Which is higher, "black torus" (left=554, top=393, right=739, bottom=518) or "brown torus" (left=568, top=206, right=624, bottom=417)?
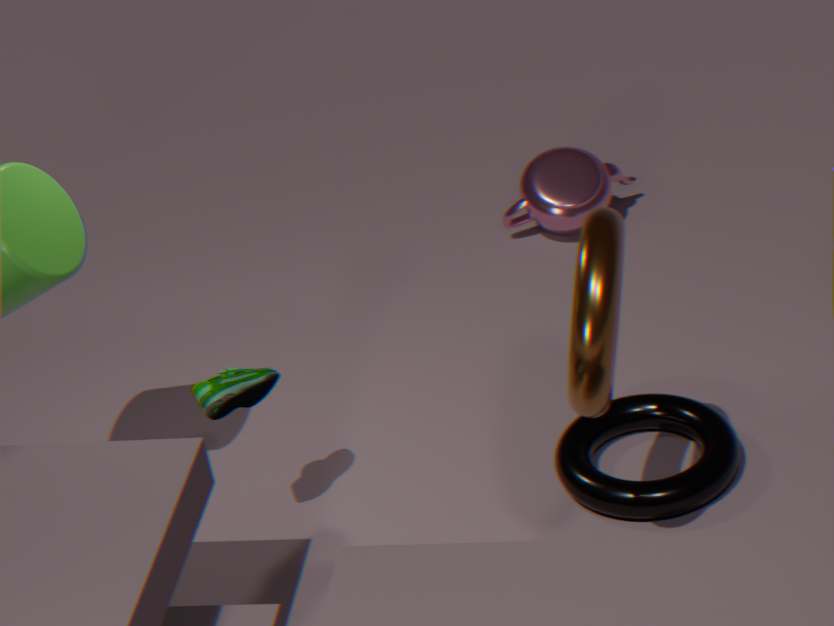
"brown torus" (left=568, top=206, right=624, bottom=417)
